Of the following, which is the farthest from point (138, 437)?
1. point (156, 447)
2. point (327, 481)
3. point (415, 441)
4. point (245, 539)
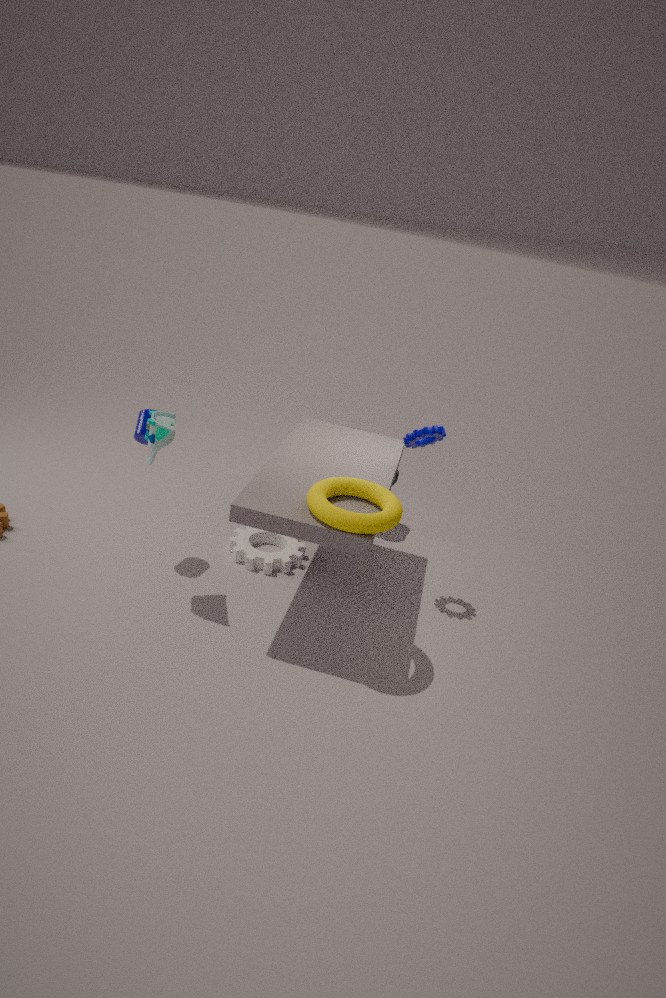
point (415, 441)
